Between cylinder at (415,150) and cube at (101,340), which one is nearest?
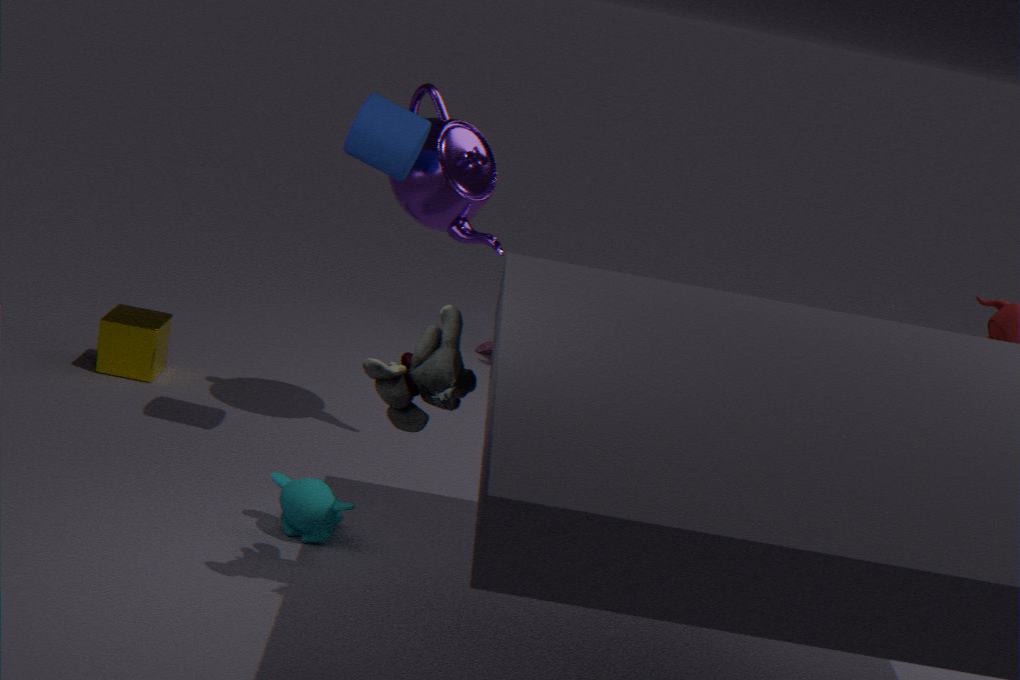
cylinder at (415,150)
